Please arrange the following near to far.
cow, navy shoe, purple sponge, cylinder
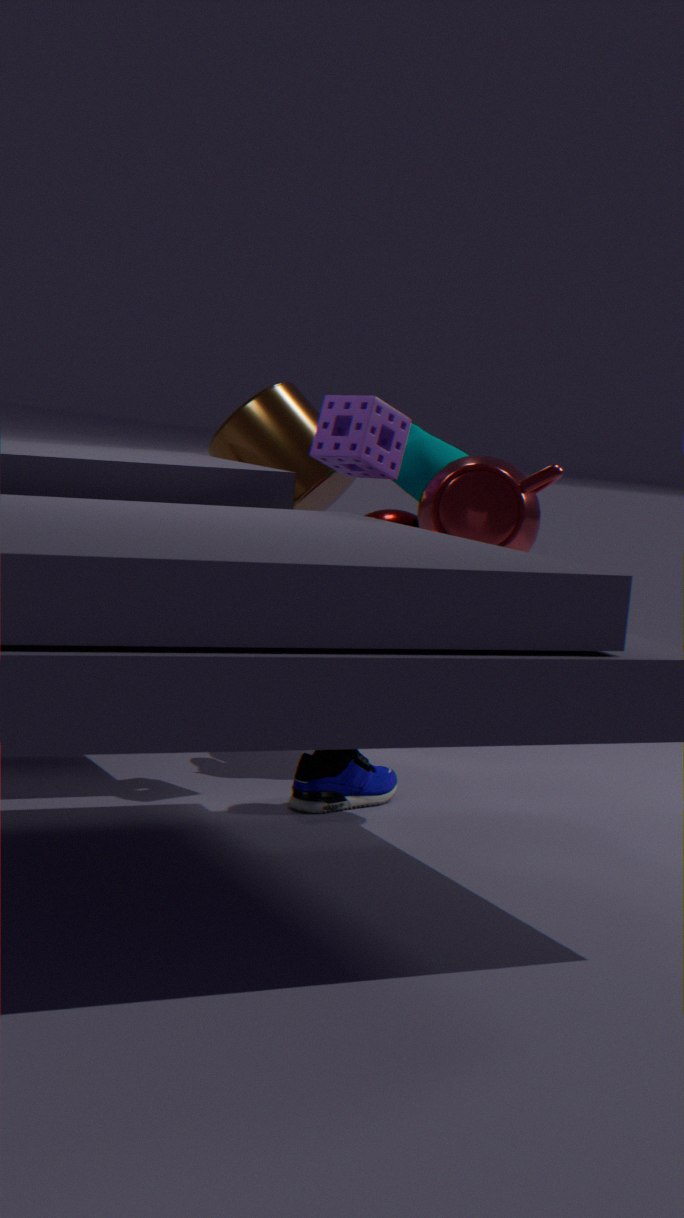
navy shoe → purple sponge → cow → cylinder
